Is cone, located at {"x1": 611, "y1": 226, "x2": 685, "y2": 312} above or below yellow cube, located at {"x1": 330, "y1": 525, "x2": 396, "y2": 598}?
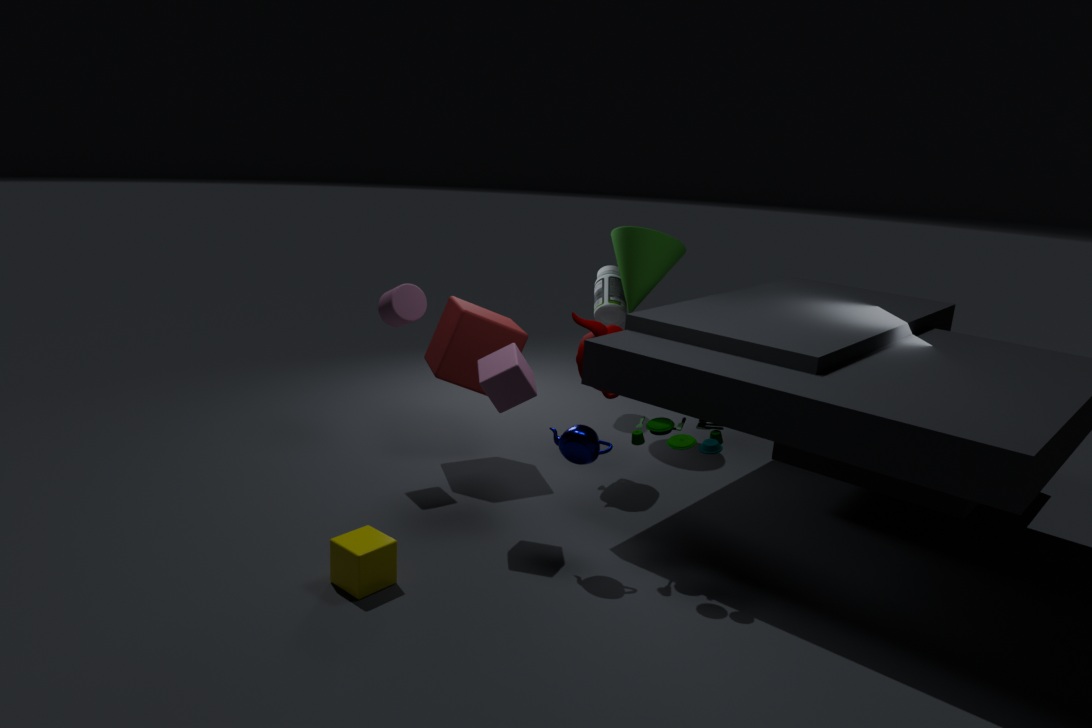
above
